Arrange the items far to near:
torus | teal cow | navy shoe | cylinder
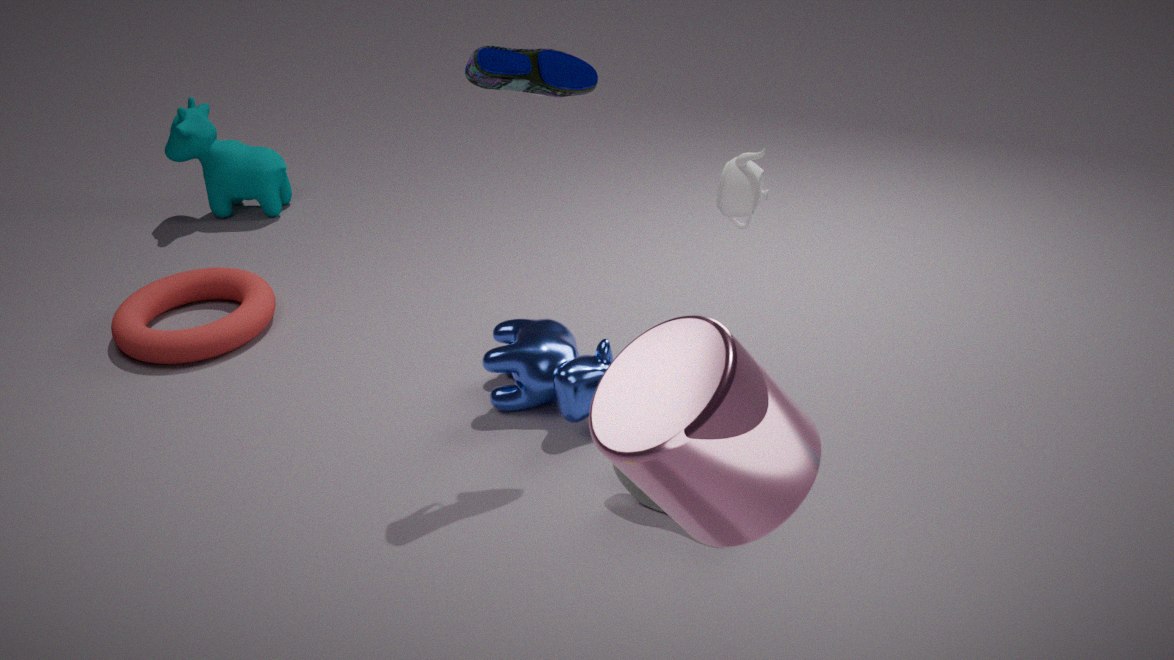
teal cow → torus → navy shoe → cylinder
